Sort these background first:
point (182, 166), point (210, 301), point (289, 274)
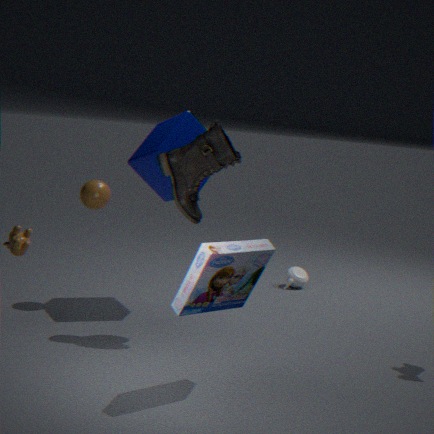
point (289, 274), point (182, 166), point (210, 301)
